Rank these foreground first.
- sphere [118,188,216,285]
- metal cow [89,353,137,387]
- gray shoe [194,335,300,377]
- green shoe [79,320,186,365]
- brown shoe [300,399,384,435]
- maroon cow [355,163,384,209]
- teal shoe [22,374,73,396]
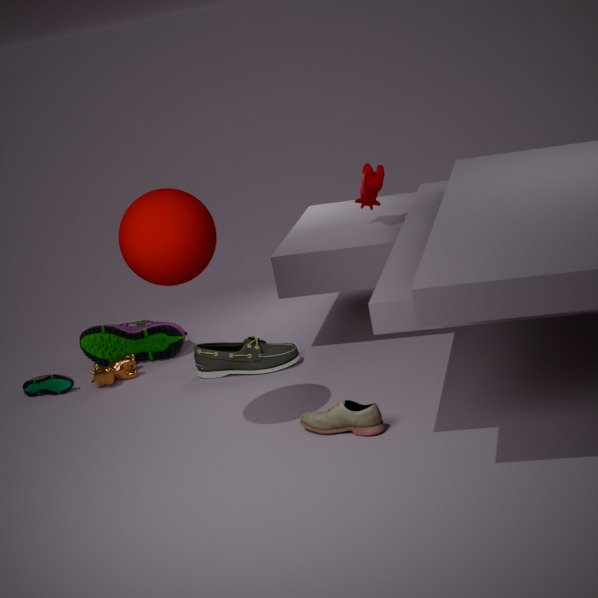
sphere [118,188,216,285], brown shoe [300,399,384,435], maroon cow [355,163,384,209], gray shoe [194,335,300,377], metal cow [89,353,137,387], teal shoe [22,374,73,396], green shoe [79,320,186,365]
